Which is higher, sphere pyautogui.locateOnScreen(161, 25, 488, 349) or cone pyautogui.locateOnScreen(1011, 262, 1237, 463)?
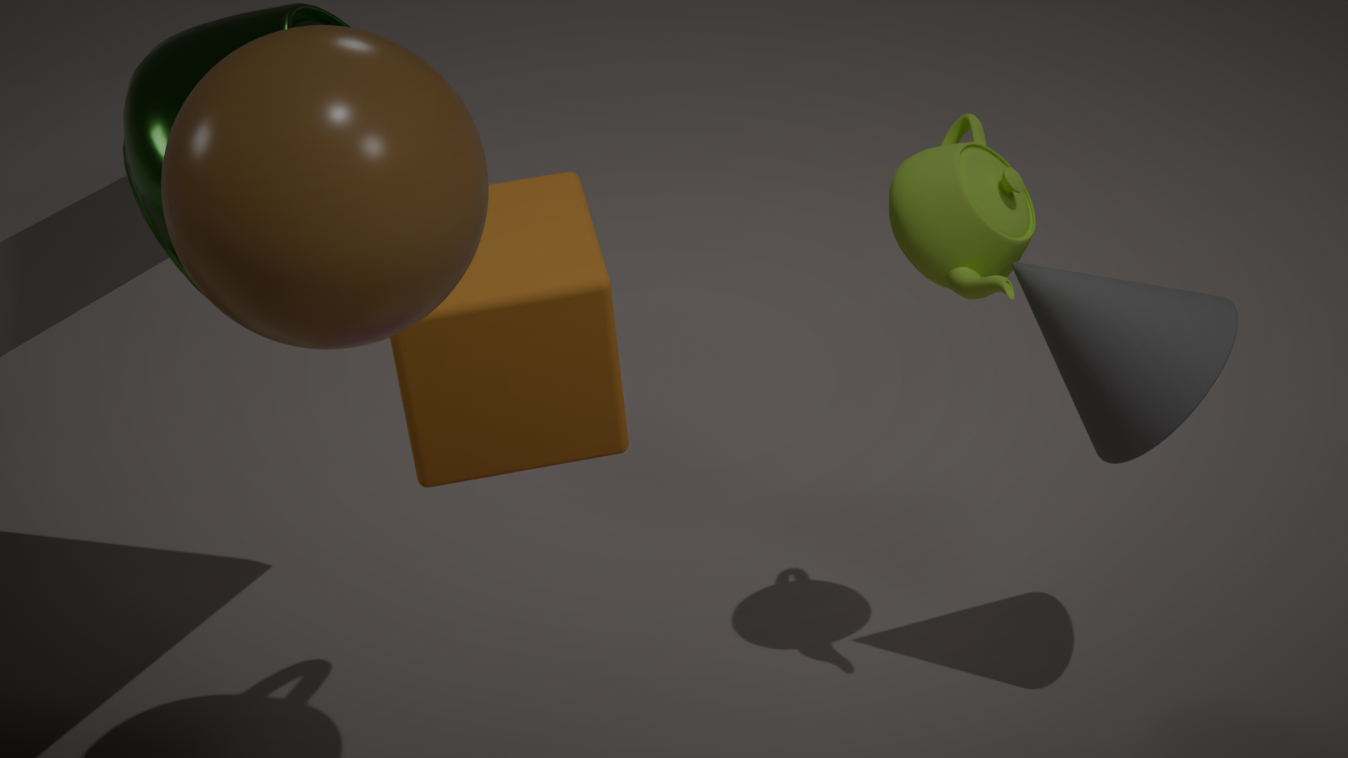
sphere pyautogui.locateOnScreen(161, 25, 488, 349)
